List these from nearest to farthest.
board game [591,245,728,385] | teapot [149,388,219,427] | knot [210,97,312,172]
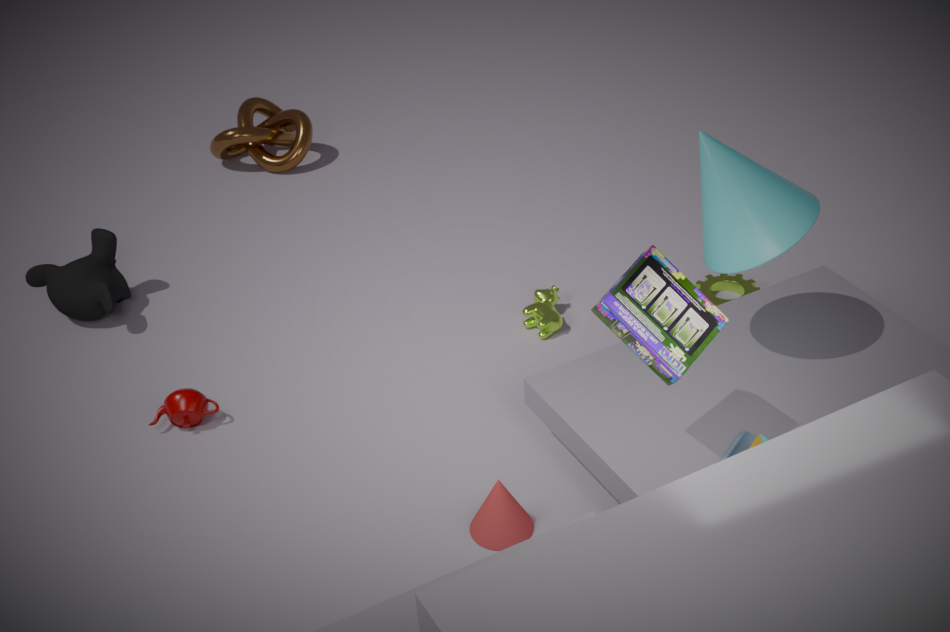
board game [591,245,728,385]
teapot [149,388,219,427]
knot [210,97,312,172]
